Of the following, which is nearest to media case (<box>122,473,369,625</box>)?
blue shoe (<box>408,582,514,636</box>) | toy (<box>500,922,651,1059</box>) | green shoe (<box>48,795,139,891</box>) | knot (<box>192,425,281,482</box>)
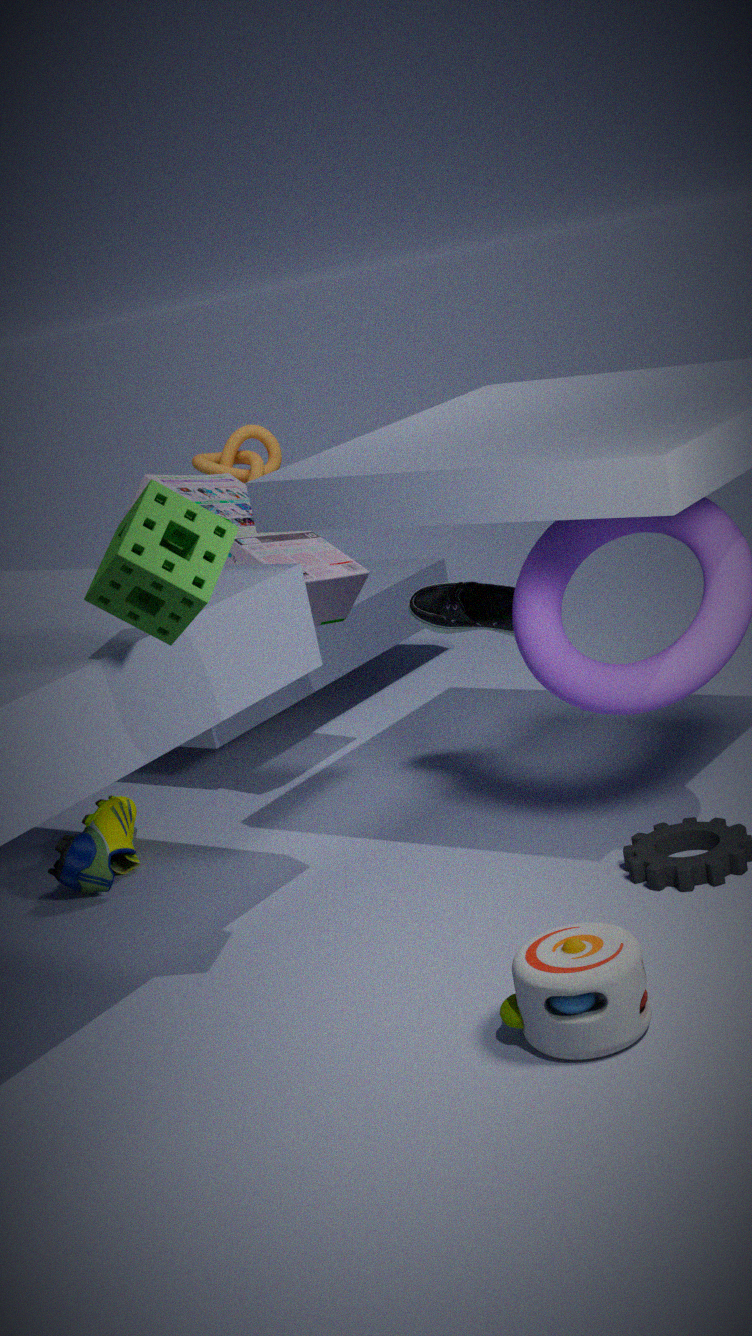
blue shoe (<box>408,582,514,636</box>)
